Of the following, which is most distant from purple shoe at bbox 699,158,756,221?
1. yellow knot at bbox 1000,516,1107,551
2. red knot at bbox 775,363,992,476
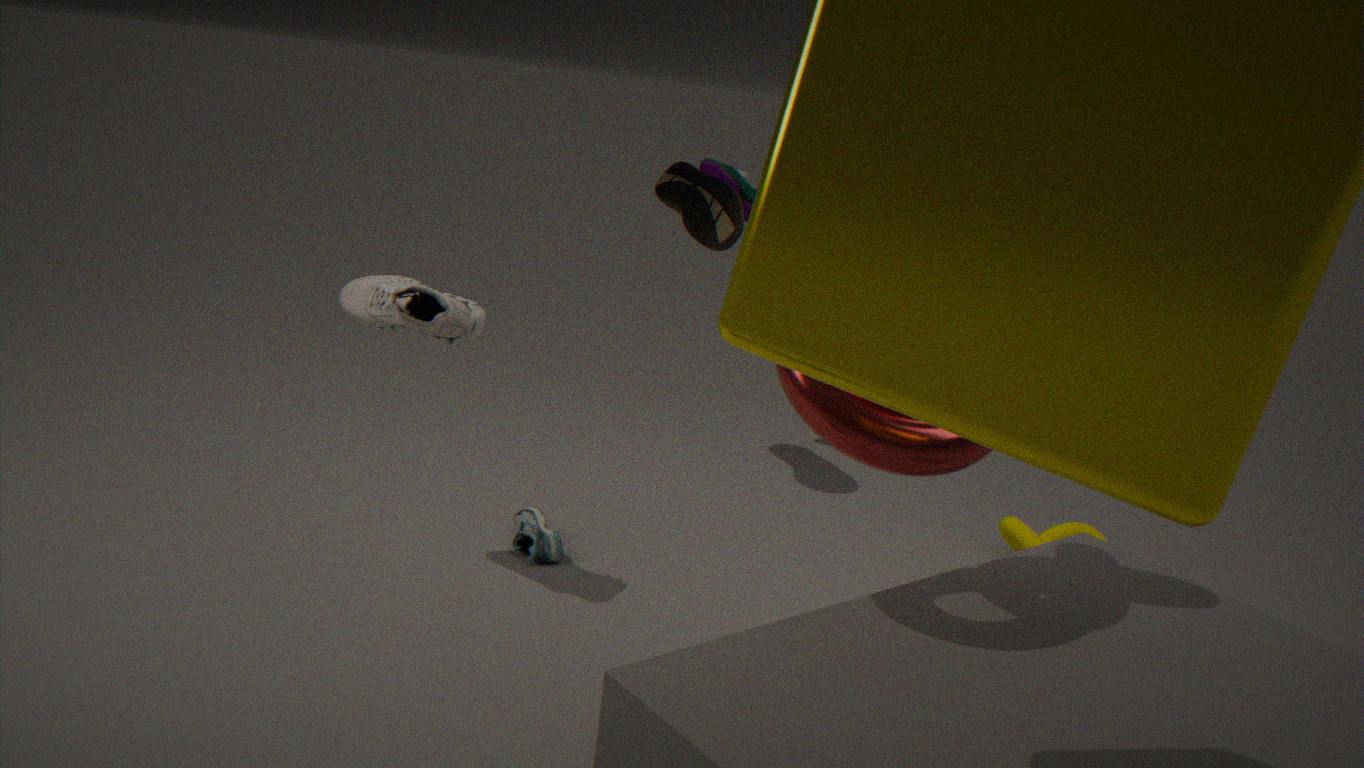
red knot at bbox 775,363,992,476
